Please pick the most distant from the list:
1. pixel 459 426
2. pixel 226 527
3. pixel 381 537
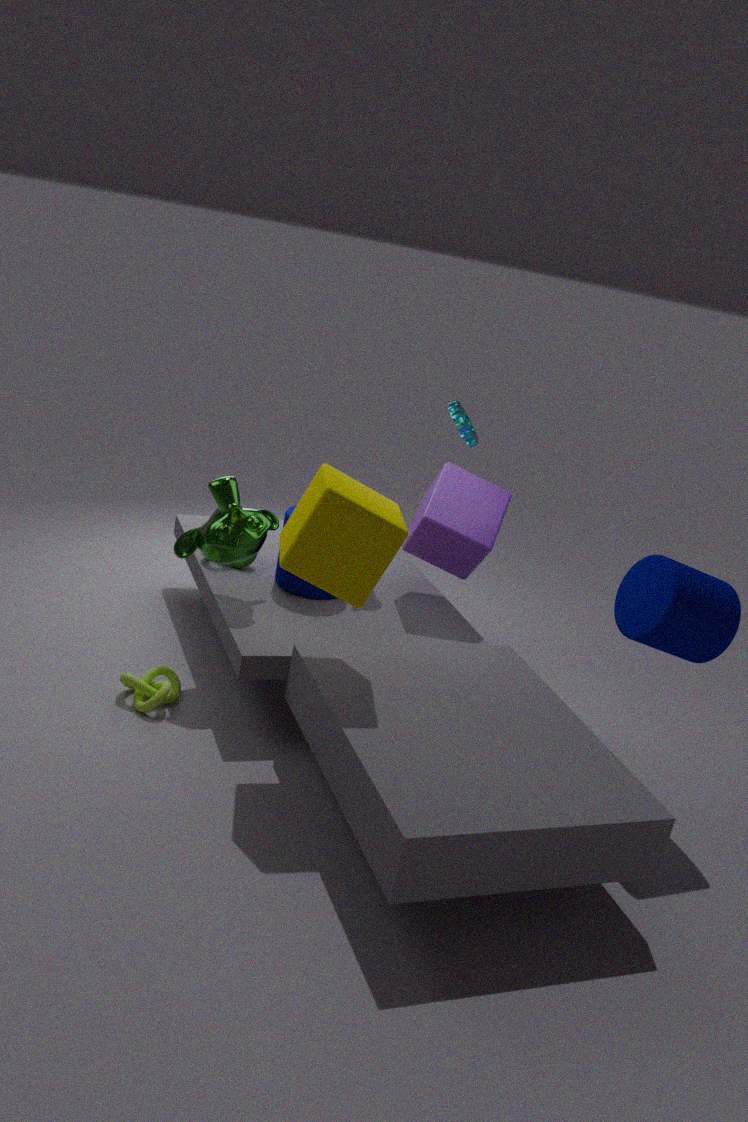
pixel 459 426
